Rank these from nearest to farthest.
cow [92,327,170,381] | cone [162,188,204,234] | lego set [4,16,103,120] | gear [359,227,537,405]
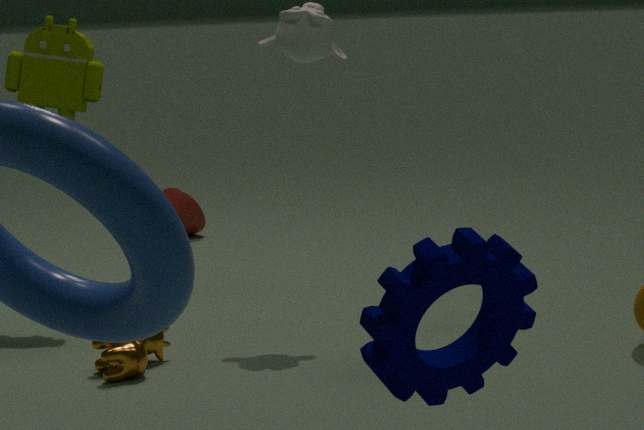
gear [359,227,537,405]
cow [92,327,170,381]
lego set [4,16,103,120]
cone [162,188,204,234]
